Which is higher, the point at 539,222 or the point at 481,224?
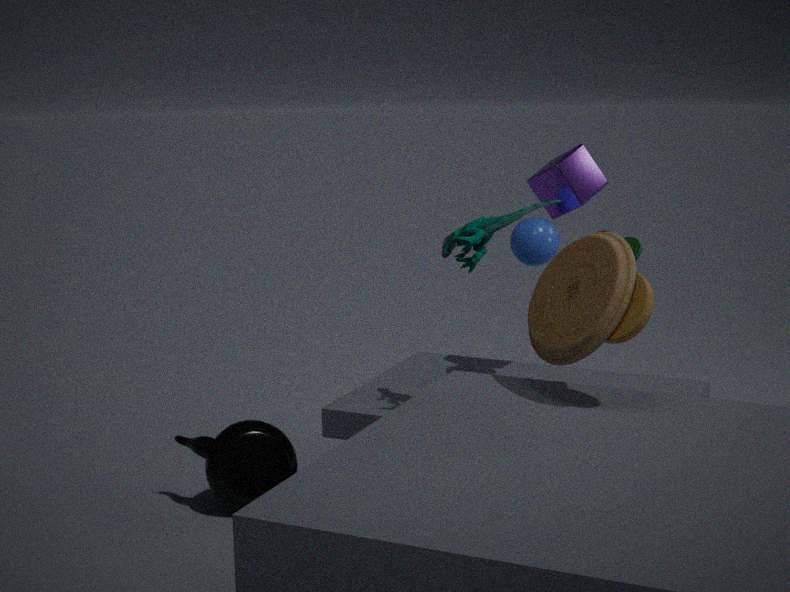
the point at 481,224
